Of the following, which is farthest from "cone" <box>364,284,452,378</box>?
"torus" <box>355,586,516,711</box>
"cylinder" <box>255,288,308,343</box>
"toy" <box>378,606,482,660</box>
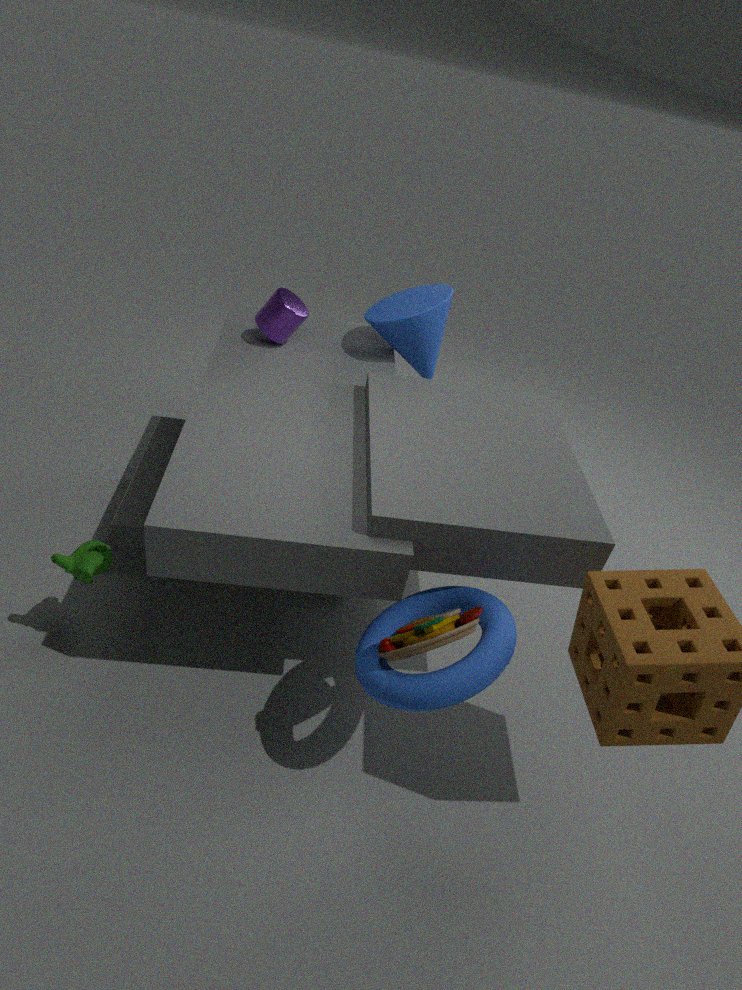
"toy" <box>378,606,482,660</box>
